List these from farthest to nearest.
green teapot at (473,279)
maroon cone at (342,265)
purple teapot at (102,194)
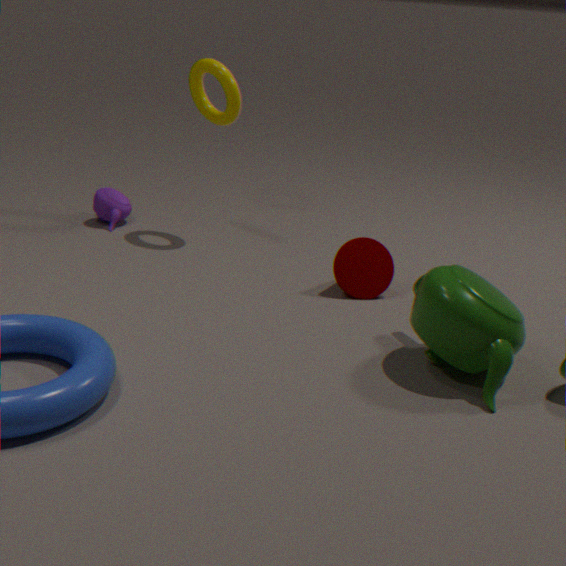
purple teapot at (102,194), maroon cone at (342,265), green teapot at (473,279)
